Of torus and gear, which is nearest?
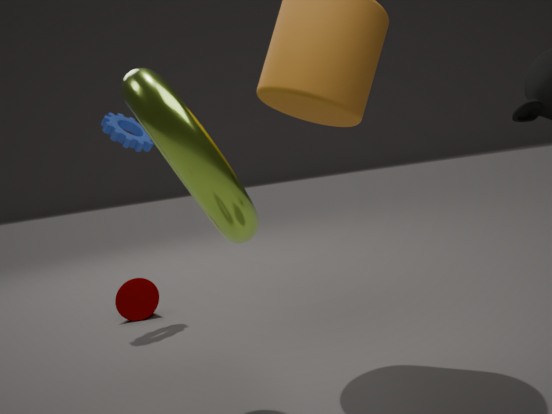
torus
